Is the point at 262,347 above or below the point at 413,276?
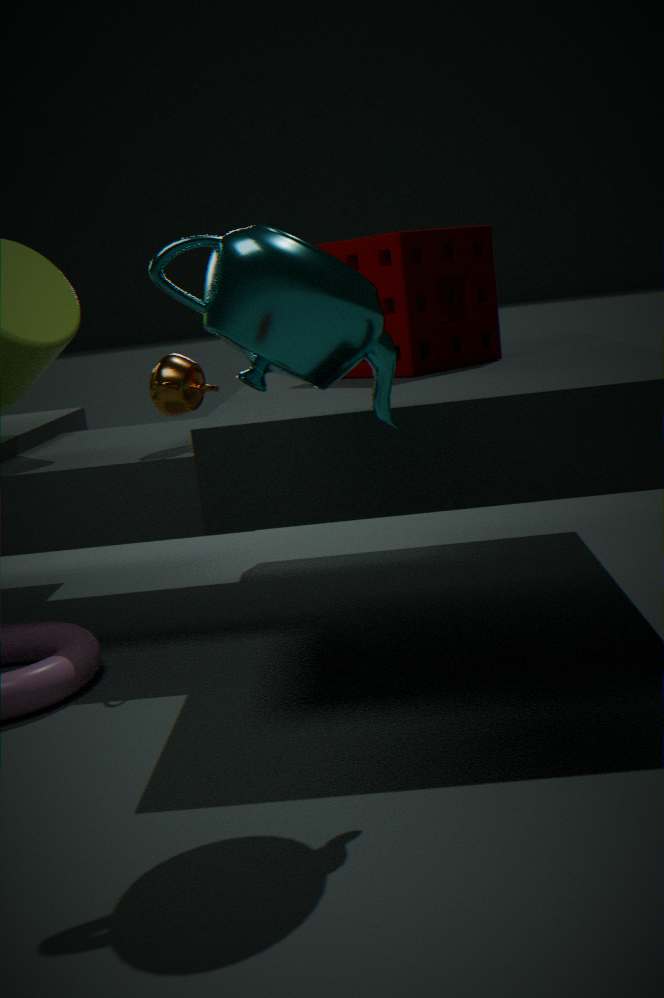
above
